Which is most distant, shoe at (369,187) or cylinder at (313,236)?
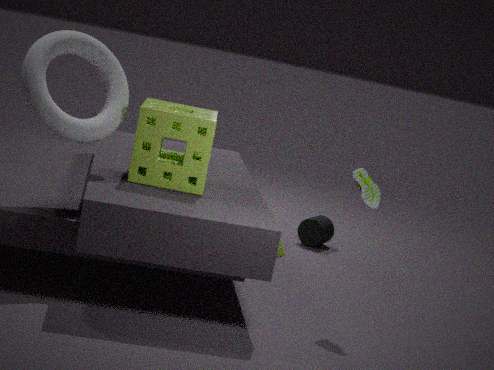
cylinder at (313,236)
